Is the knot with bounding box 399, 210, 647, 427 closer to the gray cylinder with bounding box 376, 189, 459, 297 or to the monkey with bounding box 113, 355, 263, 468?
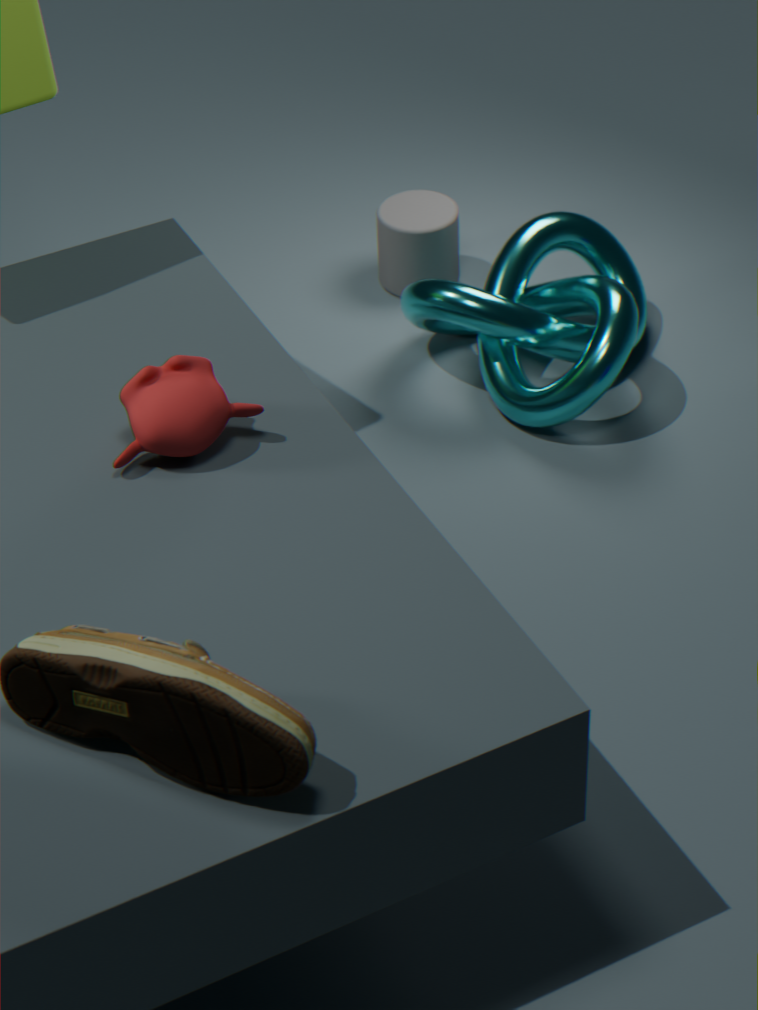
the gray cylinder with bounding box 376, 189, 459, 297
